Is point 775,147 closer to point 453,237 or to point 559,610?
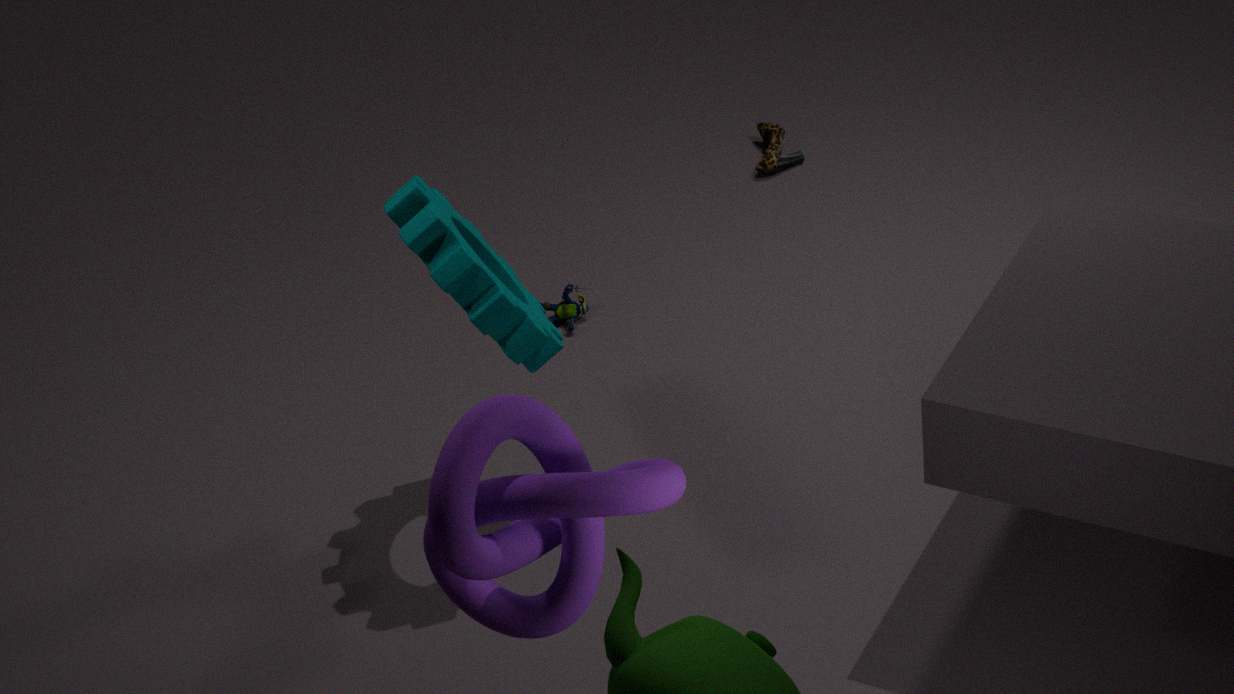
point 453,237
